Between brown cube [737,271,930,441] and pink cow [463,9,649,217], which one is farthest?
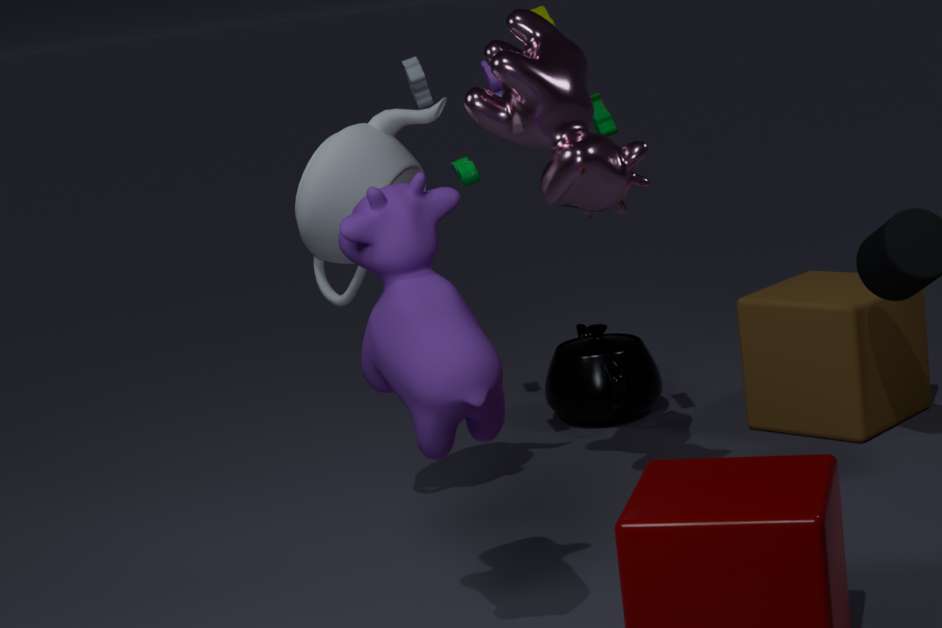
brown cube [737,271,930,441]
